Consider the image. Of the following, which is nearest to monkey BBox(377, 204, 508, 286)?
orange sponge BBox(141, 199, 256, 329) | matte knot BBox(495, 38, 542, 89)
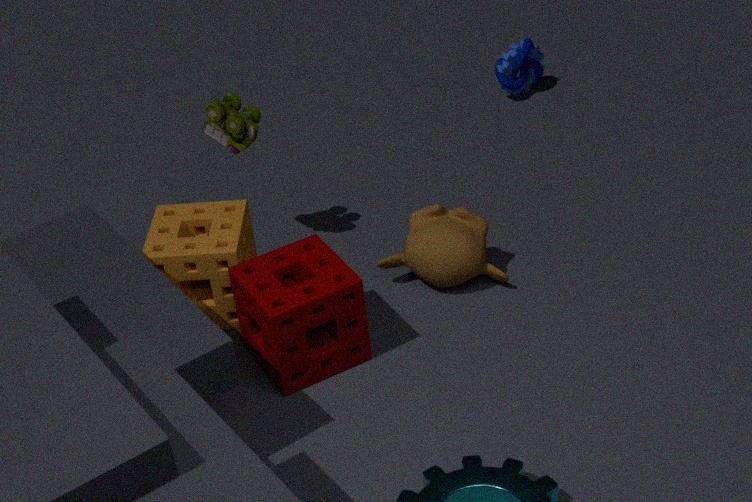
orange sponge BBox(141, 199, 256, 329)
